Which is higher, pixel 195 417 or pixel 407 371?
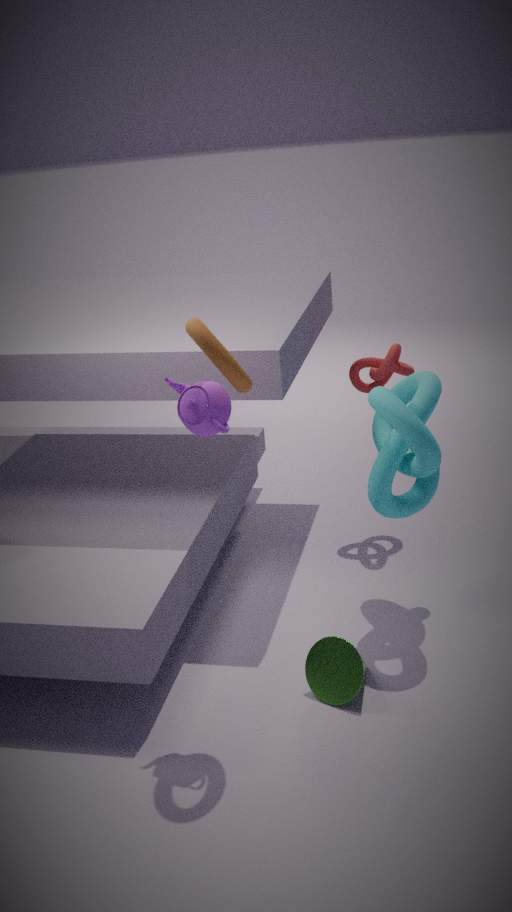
pixel 195 417
